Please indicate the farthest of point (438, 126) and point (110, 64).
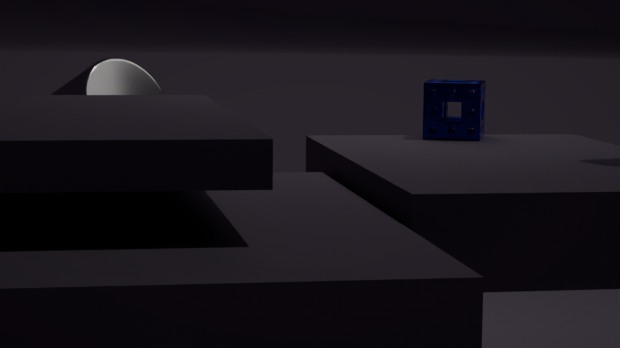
point (110, 64)
